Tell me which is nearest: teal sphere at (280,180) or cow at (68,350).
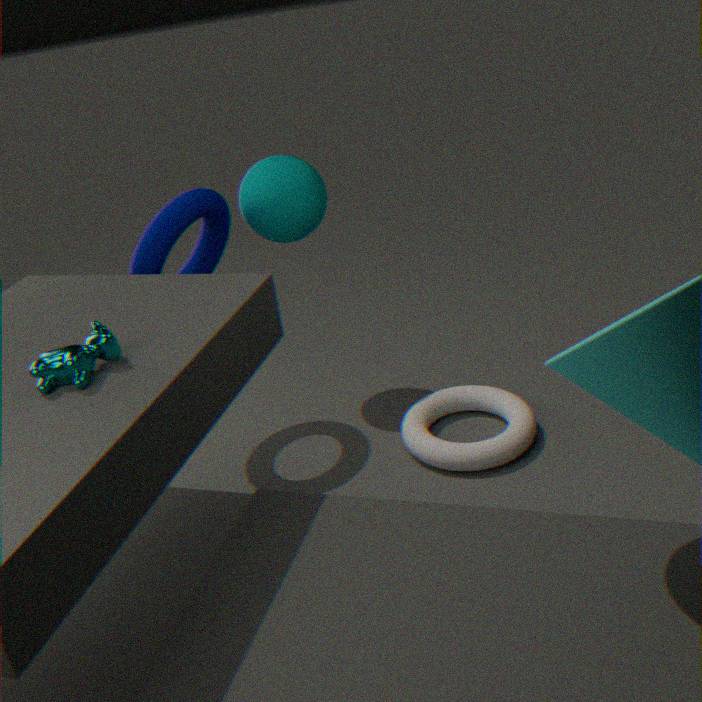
cow at (68,350)
